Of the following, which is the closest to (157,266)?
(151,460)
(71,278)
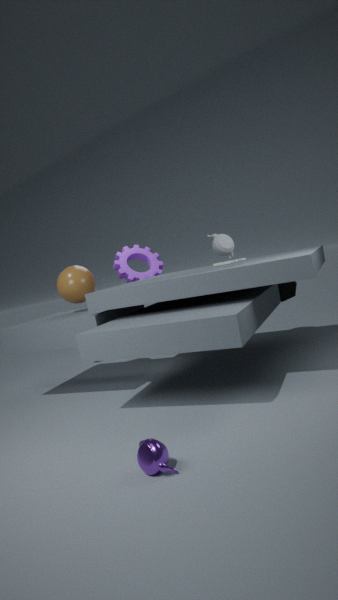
(71,278)
